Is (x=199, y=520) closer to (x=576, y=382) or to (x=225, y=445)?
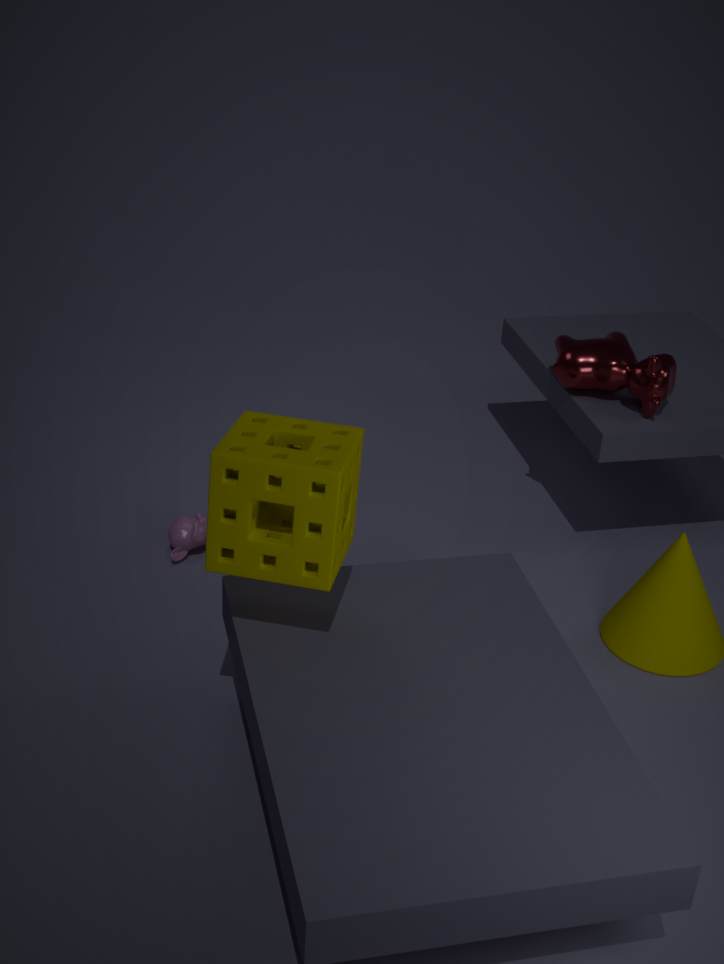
(x=225, y=445)
